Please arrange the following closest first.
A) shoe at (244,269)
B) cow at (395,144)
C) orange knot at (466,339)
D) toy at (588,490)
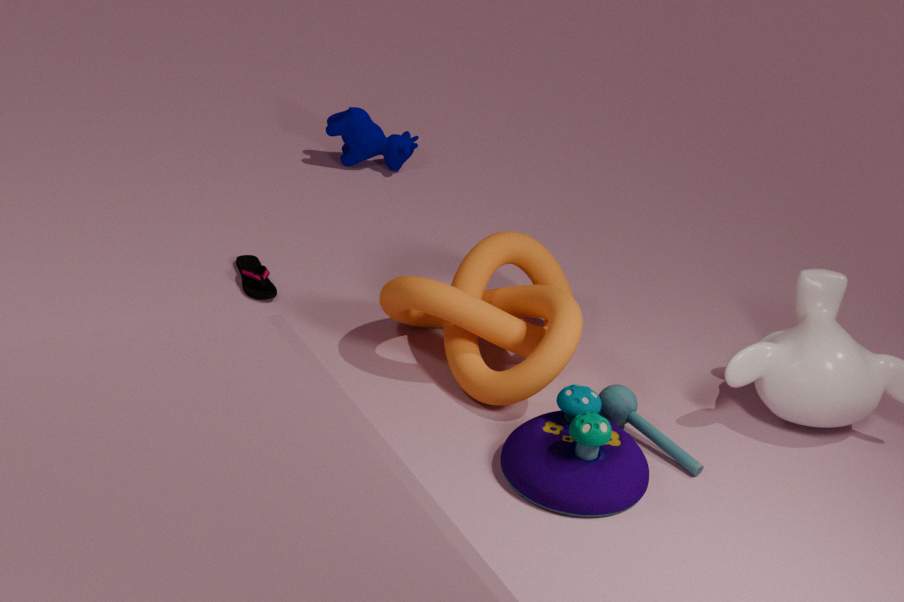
1. toy at (588,490)
2. orange knot at (466,339)
3. shoe at (244,269)
4. cow at (395,144)
